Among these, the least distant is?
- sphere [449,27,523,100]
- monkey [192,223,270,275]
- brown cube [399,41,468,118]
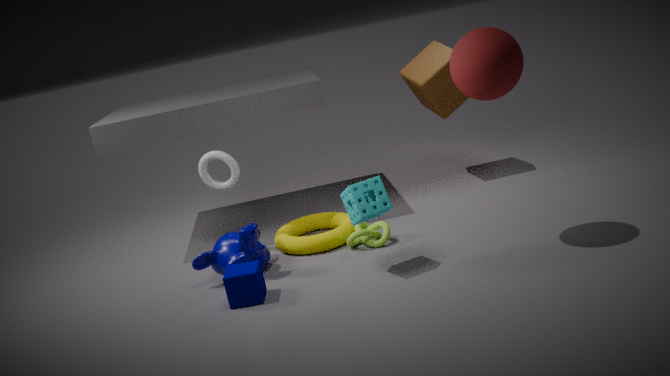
sphere [449,27,523,100]
